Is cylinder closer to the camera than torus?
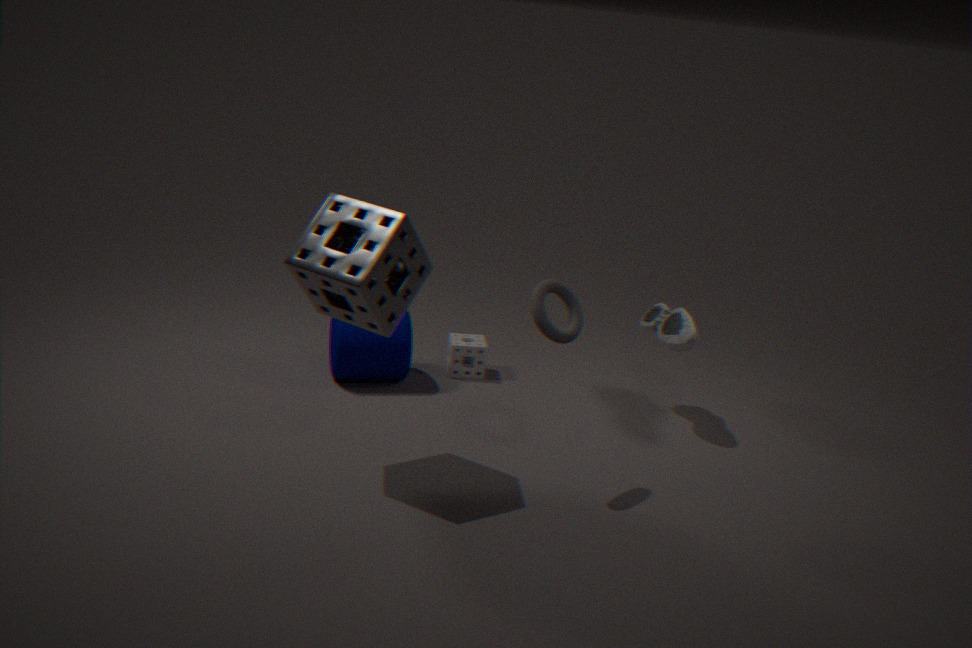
No
